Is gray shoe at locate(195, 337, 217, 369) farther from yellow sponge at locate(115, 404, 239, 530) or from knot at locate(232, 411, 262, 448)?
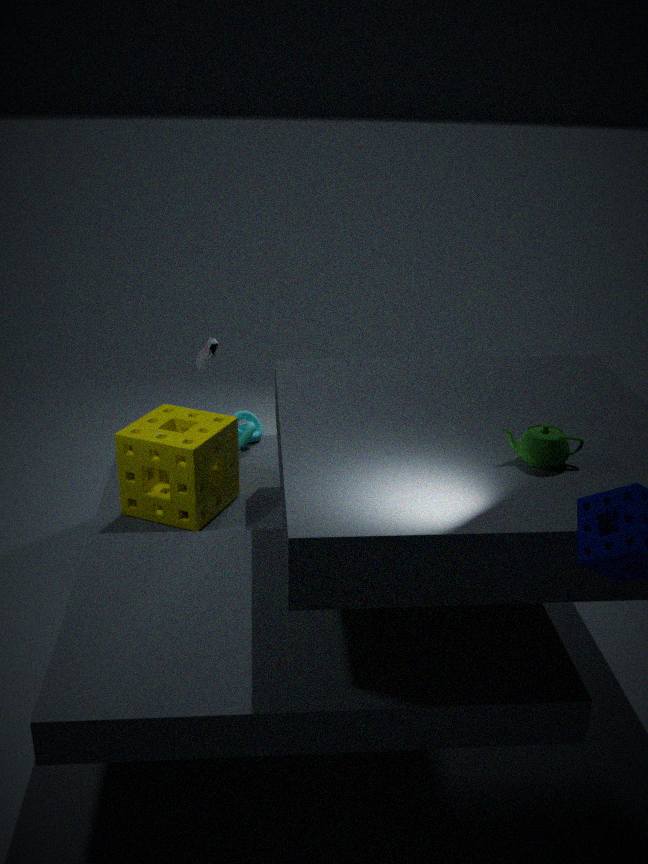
yellow sponge at locate(115, 404, 239, 530)
